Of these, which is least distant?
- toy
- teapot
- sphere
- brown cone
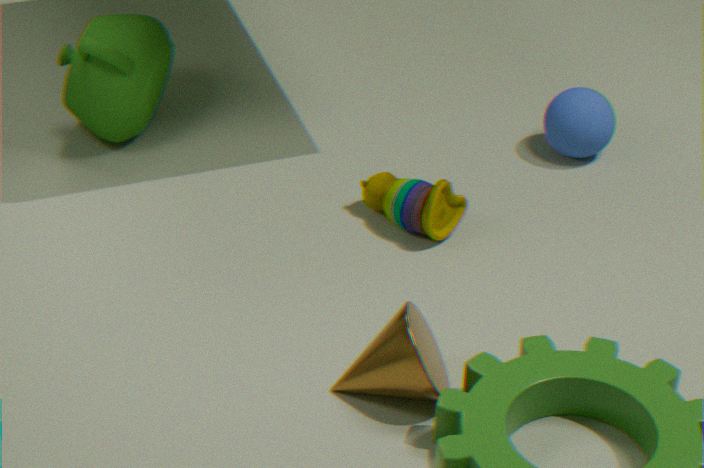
brown cone
